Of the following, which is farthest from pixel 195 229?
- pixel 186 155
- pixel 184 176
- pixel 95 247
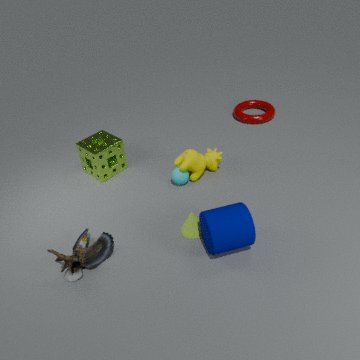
pixel 95 247
